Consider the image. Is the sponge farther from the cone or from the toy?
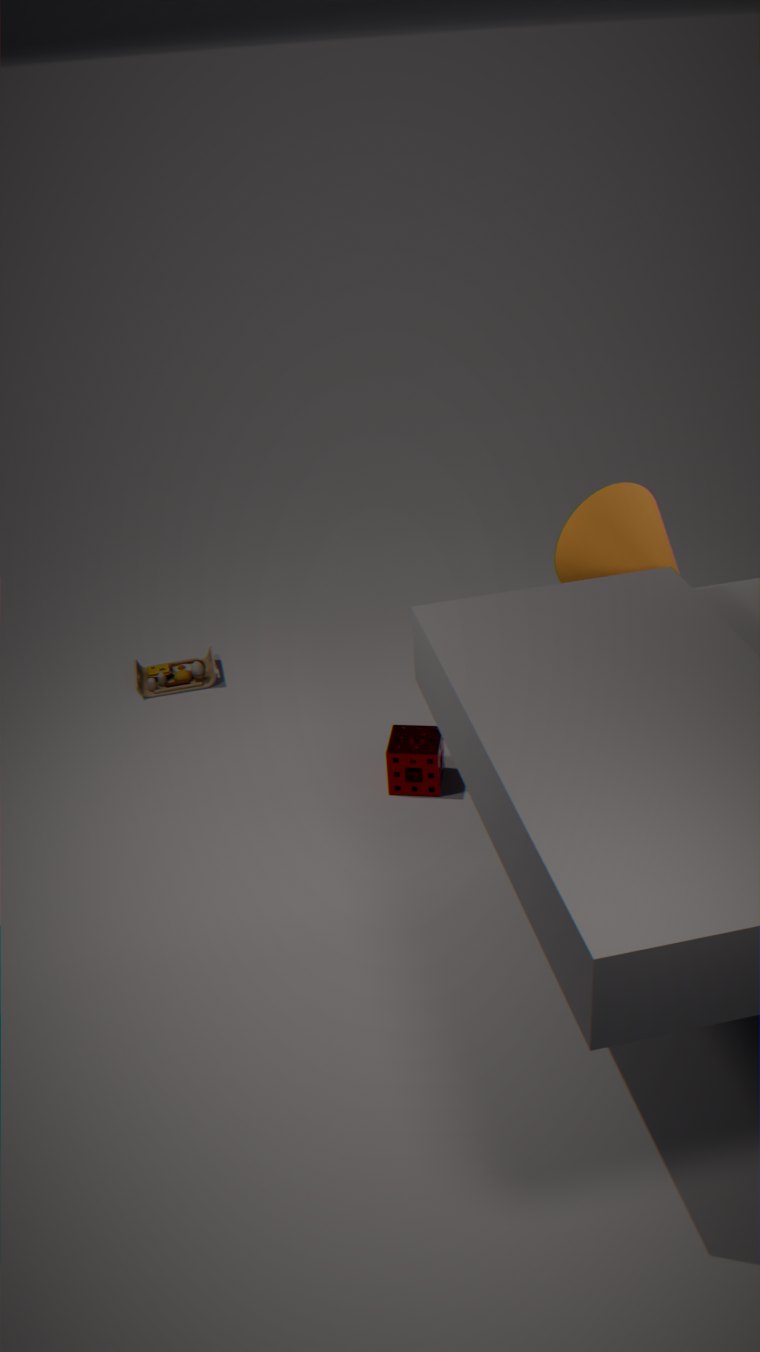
the toy
